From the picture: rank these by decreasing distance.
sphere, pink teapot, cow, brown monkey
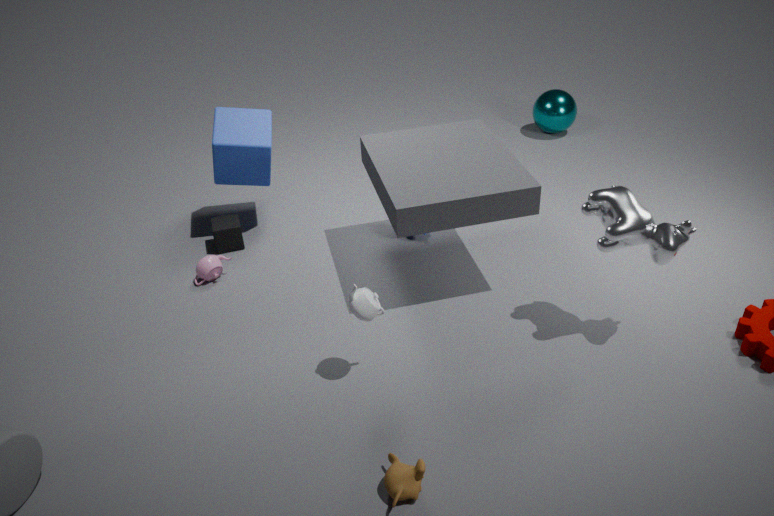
sphere → pink teapot → cow → brown monkey
